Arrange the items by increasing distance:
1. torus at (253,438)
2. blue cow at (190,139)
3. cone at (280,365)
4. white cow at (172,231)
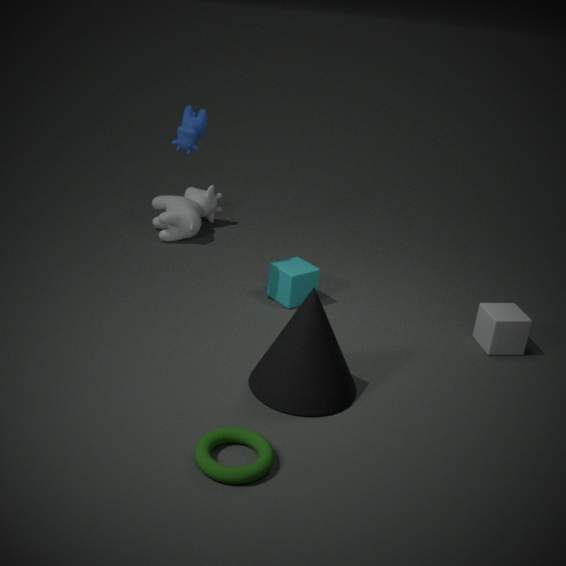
torus at (253,438), cone at (280,365), blue cow at (190,139), white cow at (172,231)
